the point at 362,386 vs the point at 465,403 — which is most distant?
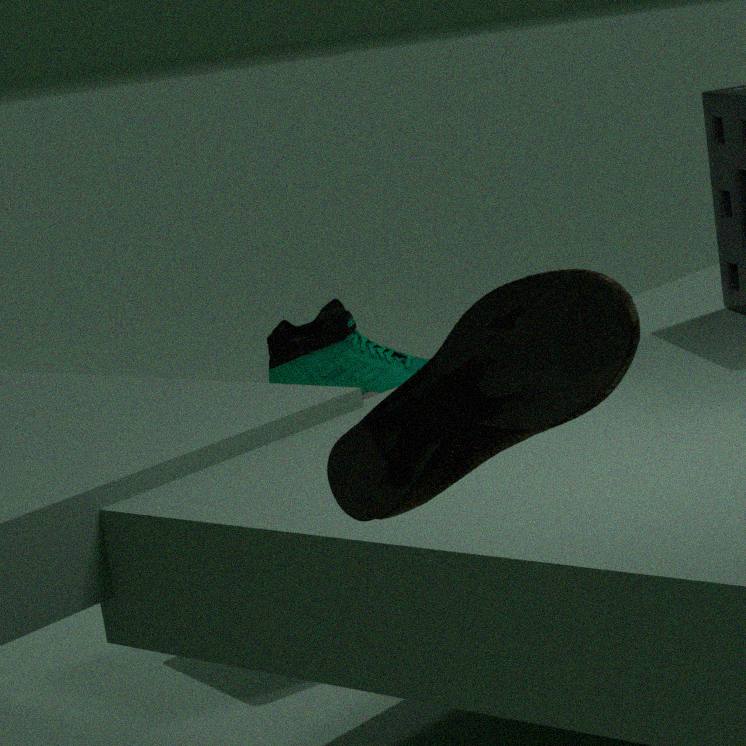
the point at 362,386
